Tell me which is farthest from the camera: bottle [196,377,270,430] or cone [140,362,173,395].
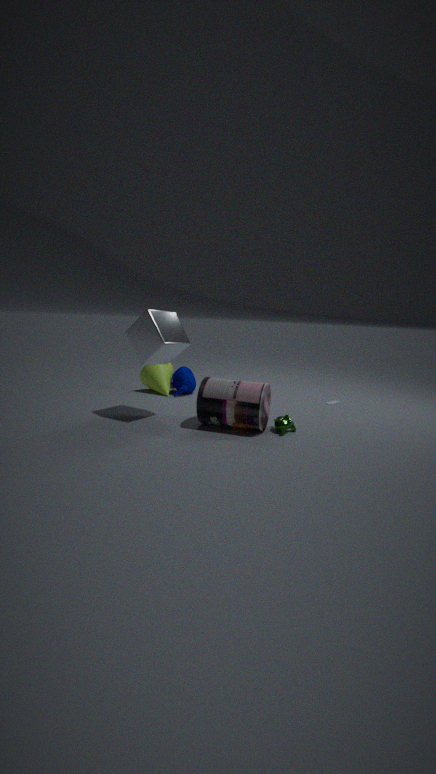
cone [140,362,173,395]
